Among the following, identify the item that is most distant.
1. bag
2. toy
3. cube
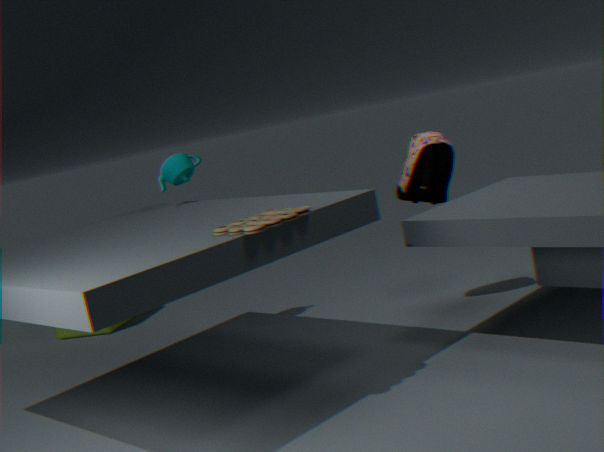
cube
